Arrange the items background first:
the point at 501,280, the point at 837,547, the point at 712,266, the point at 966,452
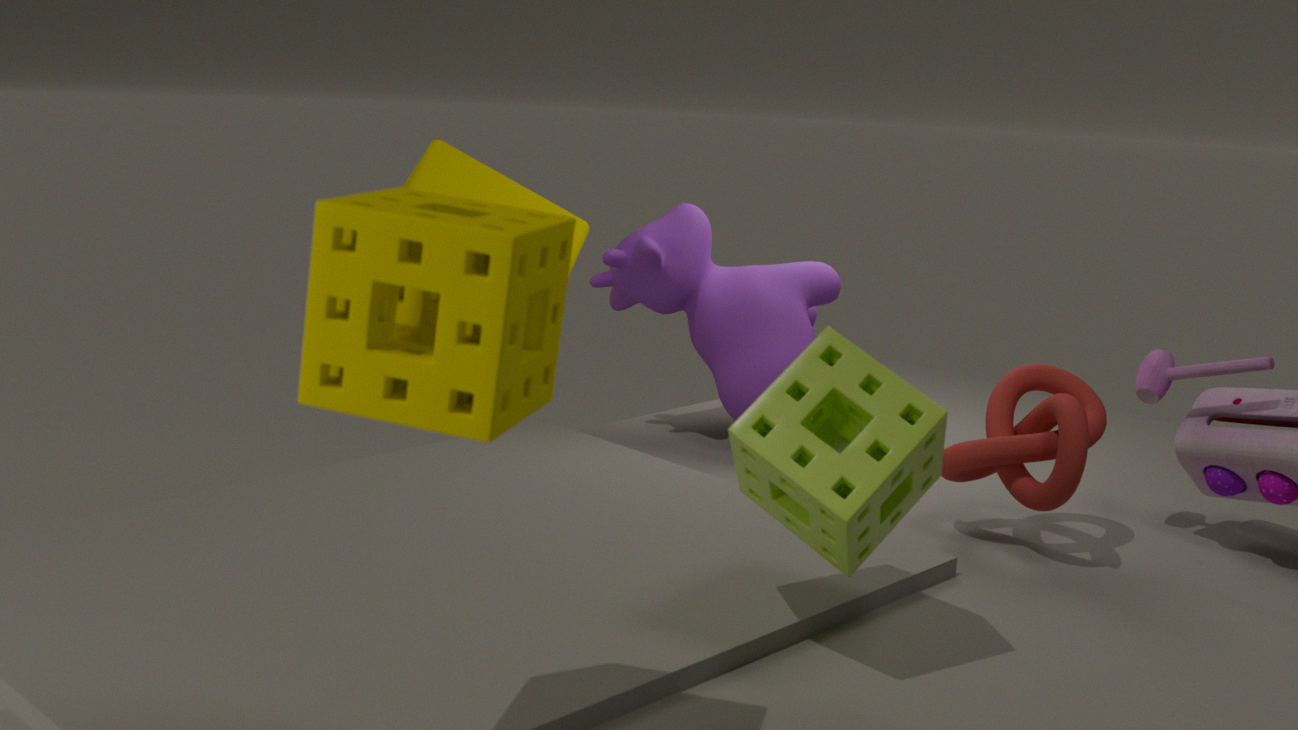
the point at 712,266 → the point at 966,452 → the point at 837,547 → the point at 501,280
